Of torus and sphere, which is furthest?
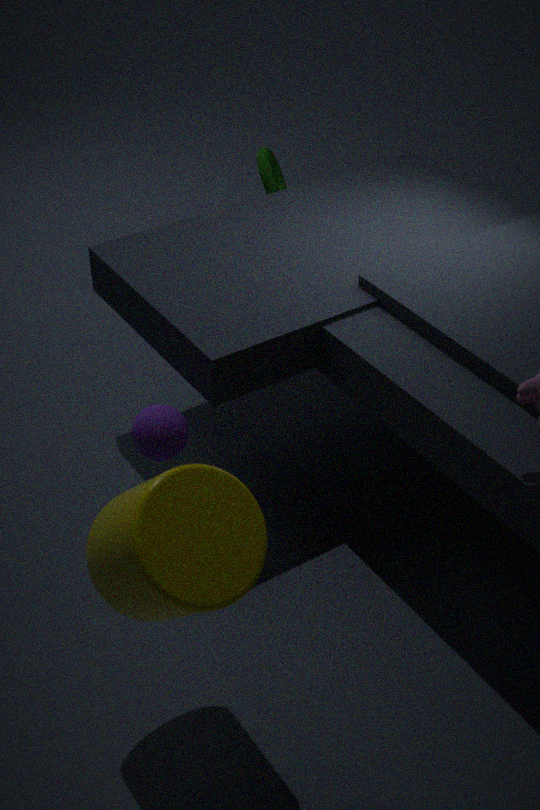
torus
